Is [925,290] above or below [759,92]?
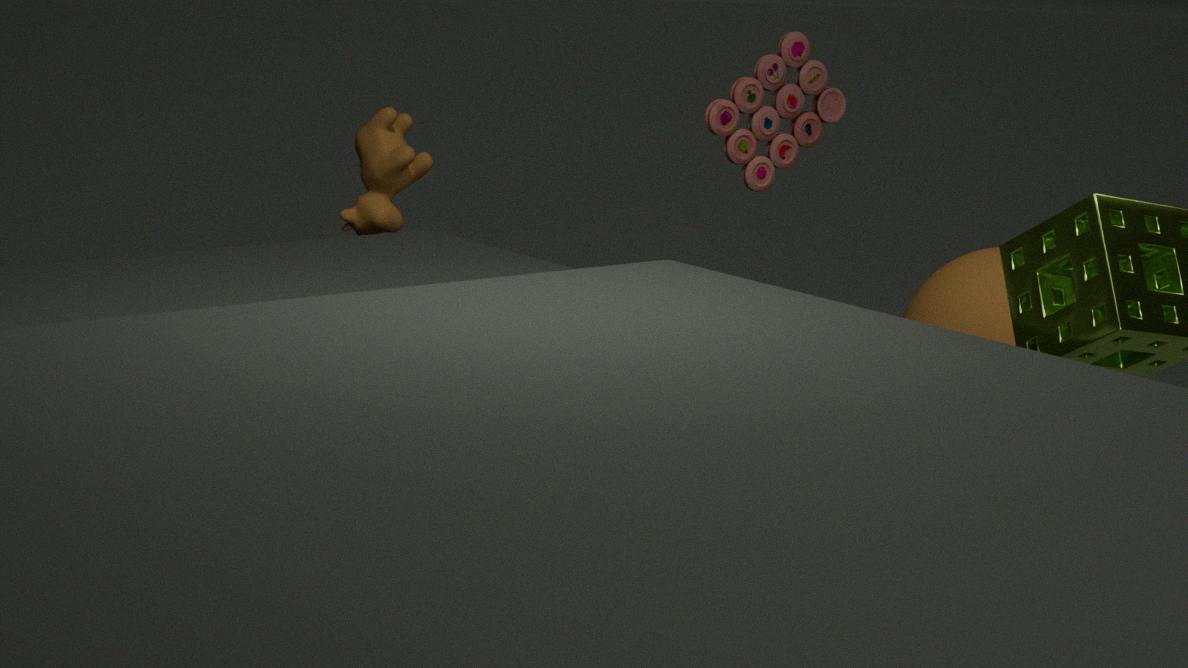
below
